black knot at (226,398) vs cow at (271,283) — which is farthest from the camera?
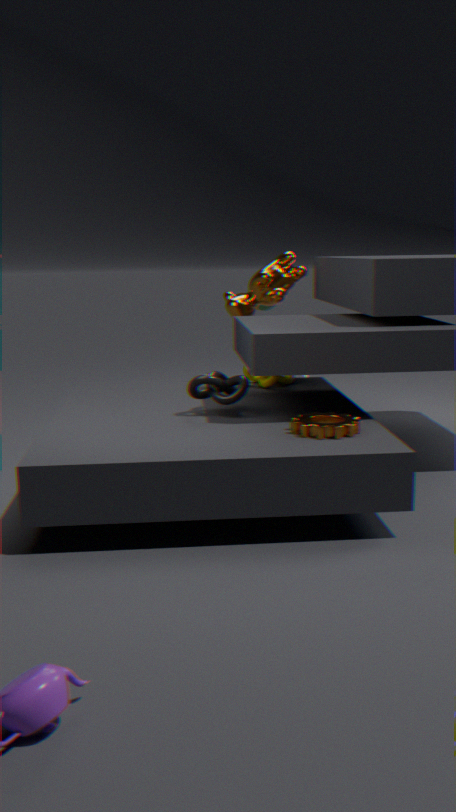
cow at (271,283)
